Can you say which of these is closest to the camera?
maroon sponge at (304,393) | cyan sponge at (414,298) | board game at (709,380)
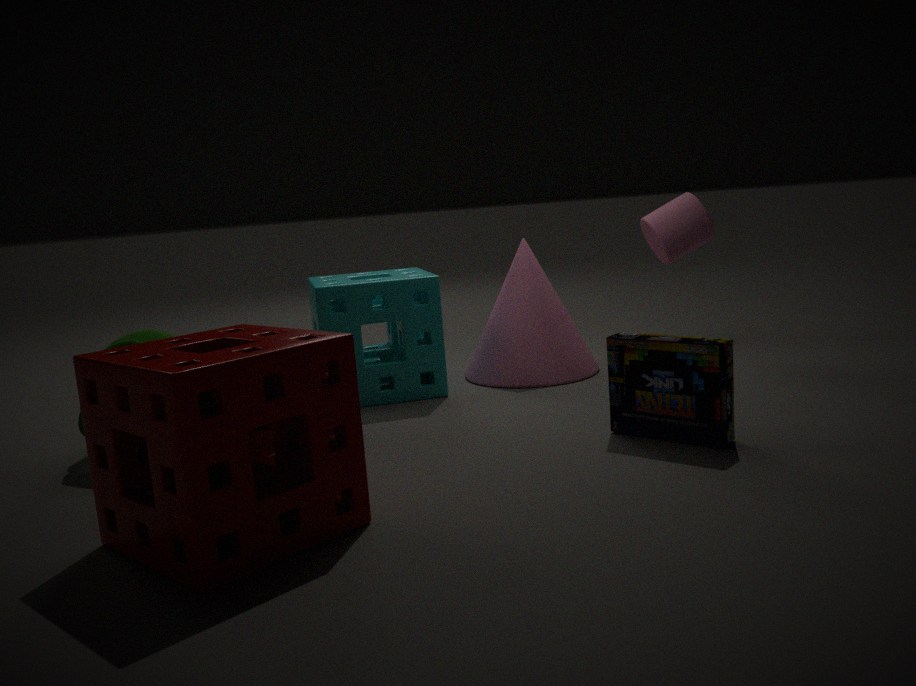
maroon sponge at (304,393)
